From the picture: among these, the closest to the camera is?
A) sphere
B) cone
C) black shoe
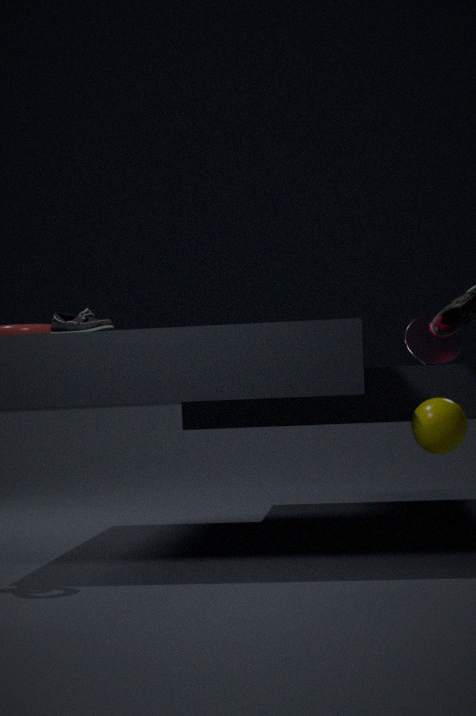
sphere
